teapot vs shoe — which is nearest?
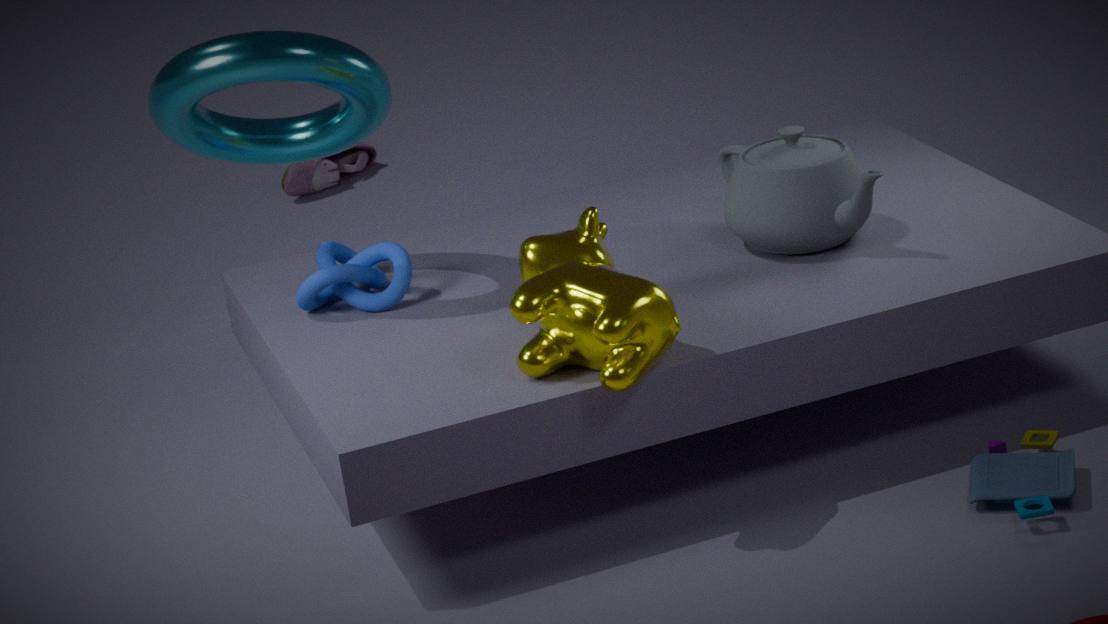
teapot
